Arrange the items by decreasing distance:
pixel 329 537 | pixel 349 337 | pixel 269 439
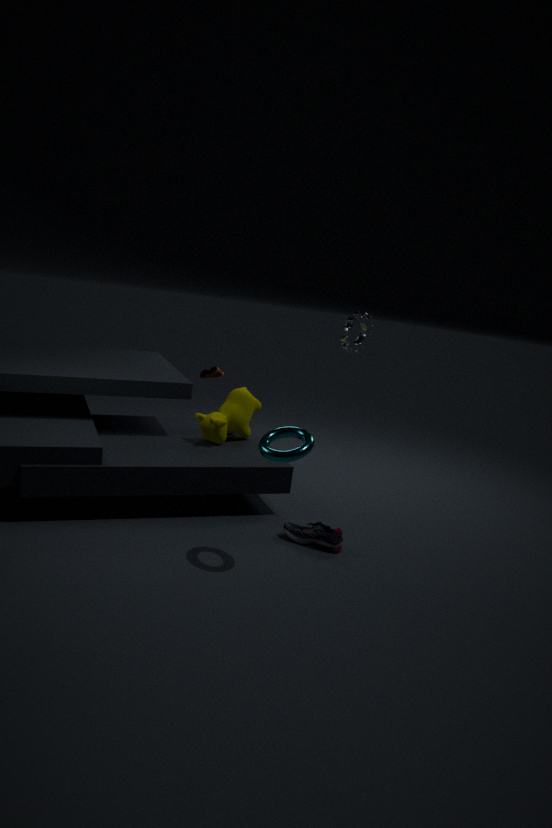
pixel 349 337 < pixel 329 537 < pixel 269 439
